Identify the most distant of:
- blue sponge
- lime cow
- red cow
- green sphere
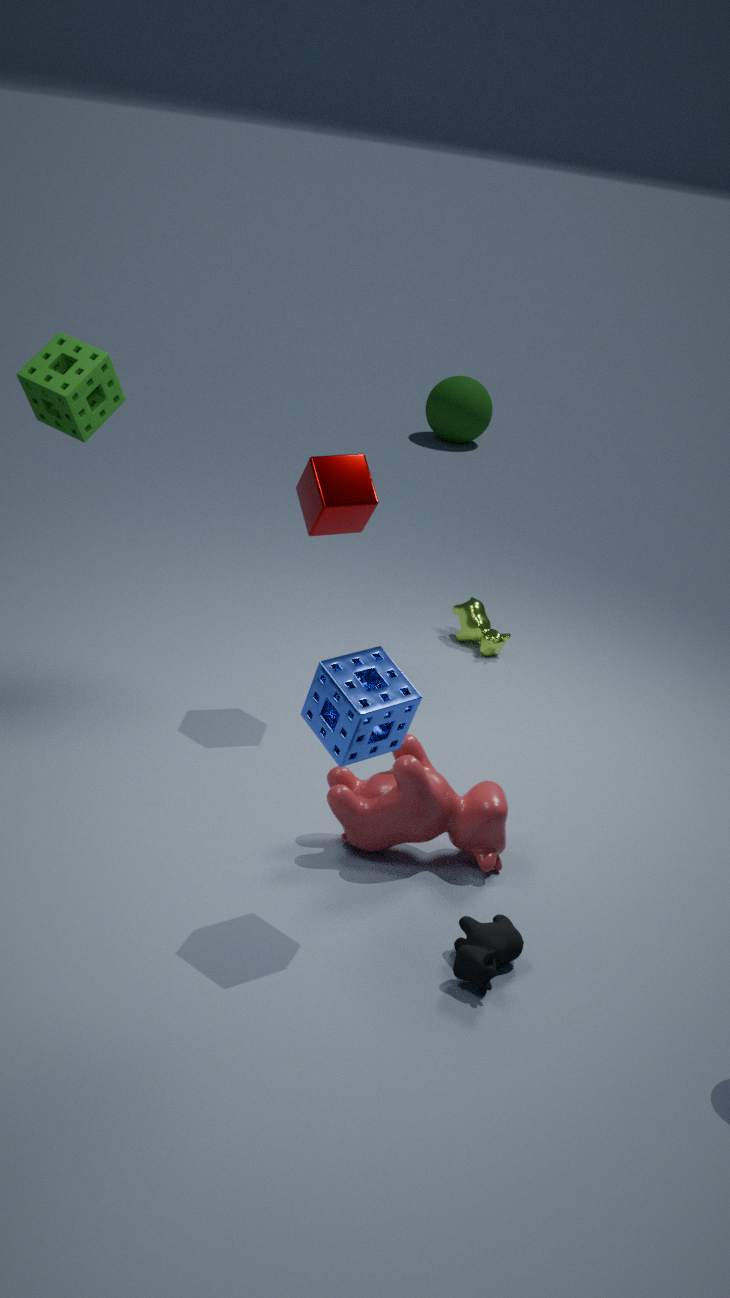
green sphere
